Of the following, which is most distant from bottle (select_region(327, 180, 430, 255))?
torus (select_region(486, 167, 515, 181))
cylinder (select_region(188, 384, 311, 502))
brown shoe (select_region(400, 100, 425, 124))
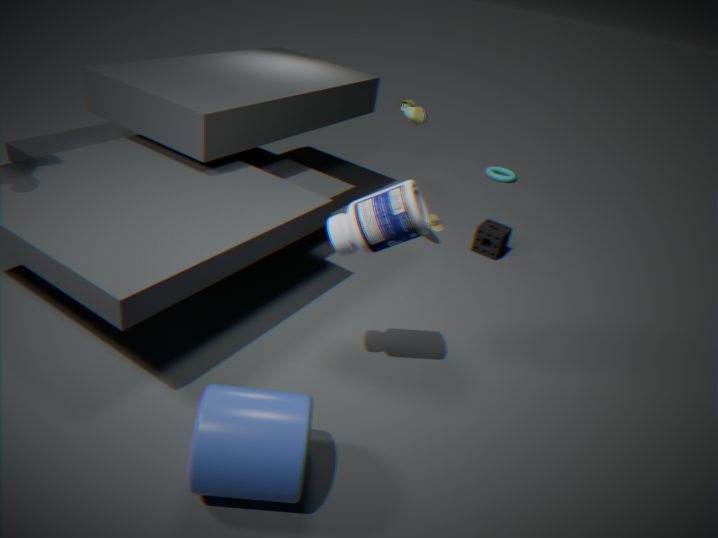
torus (select_region(486, 167, 515, 181))
